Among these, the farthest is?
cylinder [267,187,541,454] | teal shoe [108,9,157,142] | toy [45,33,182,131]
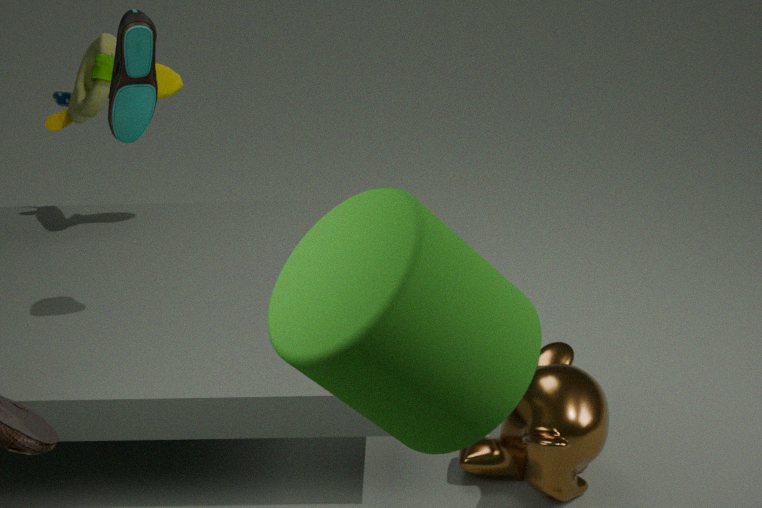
toy [45,33,182,131]
